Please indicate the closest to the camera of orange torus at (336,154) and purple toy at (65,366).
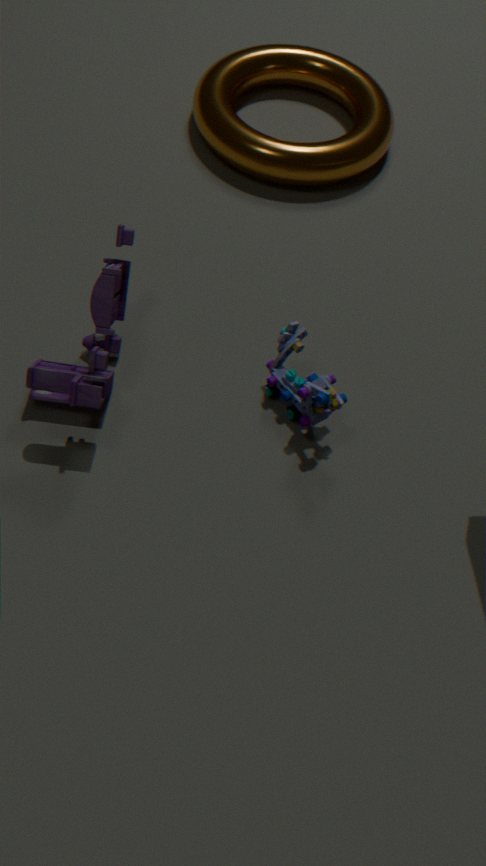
purple toy at (65,366)
